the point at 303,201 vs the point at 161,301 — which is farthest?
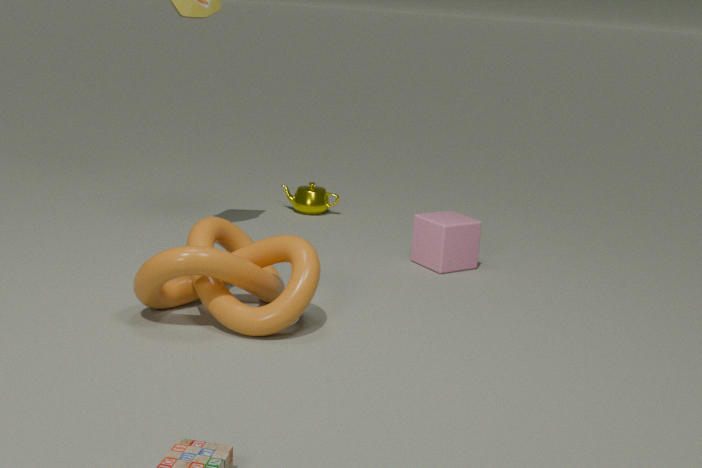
the point at 303,201
